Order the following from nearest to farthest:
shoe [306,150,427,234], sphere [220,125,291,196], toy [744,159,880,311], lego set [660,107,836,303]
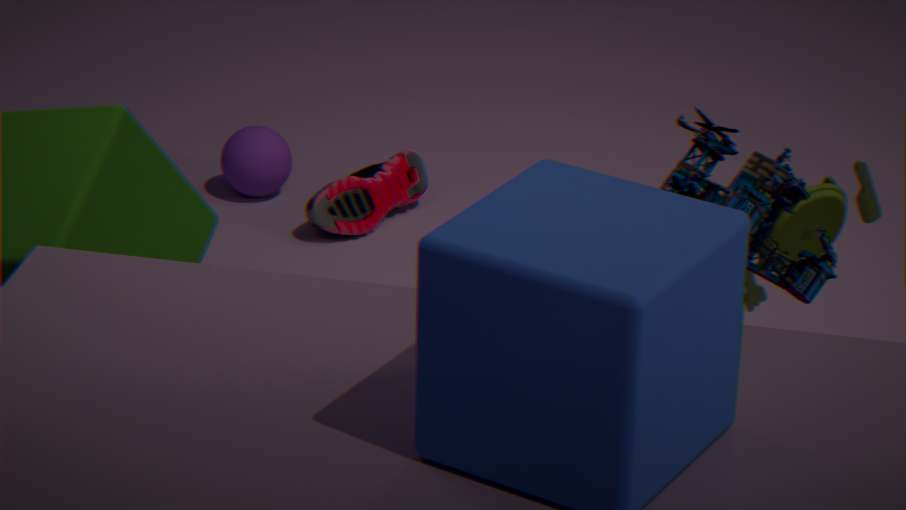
lego set [660,107,836,303] → toy [744,159,880,311] → shoe [306,150,427,234] → sphere [220,125,291,196]
